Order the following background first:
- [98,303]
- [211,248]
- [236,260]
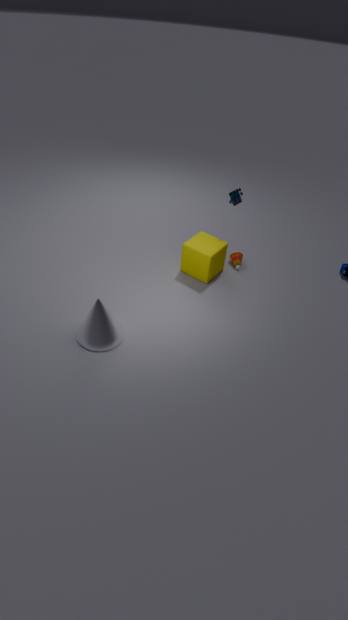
[236,260]
[211,248]
[98,303]
